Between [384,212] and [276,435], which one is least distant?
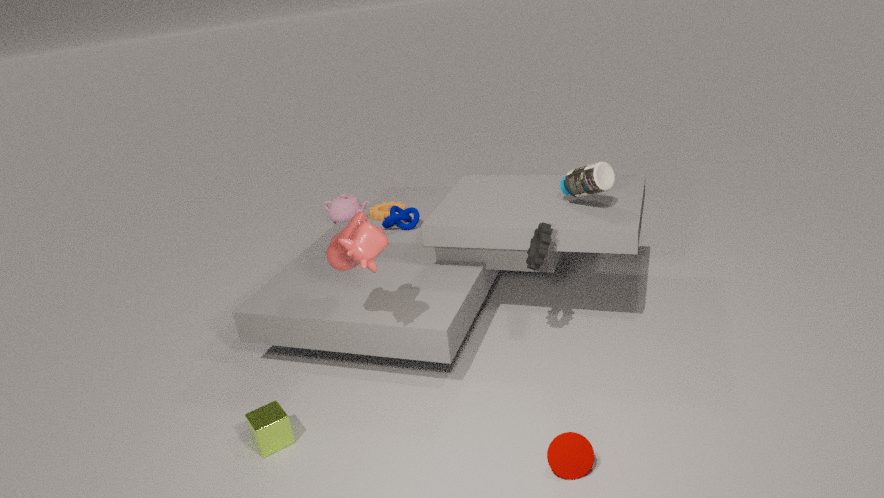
[276,435]
